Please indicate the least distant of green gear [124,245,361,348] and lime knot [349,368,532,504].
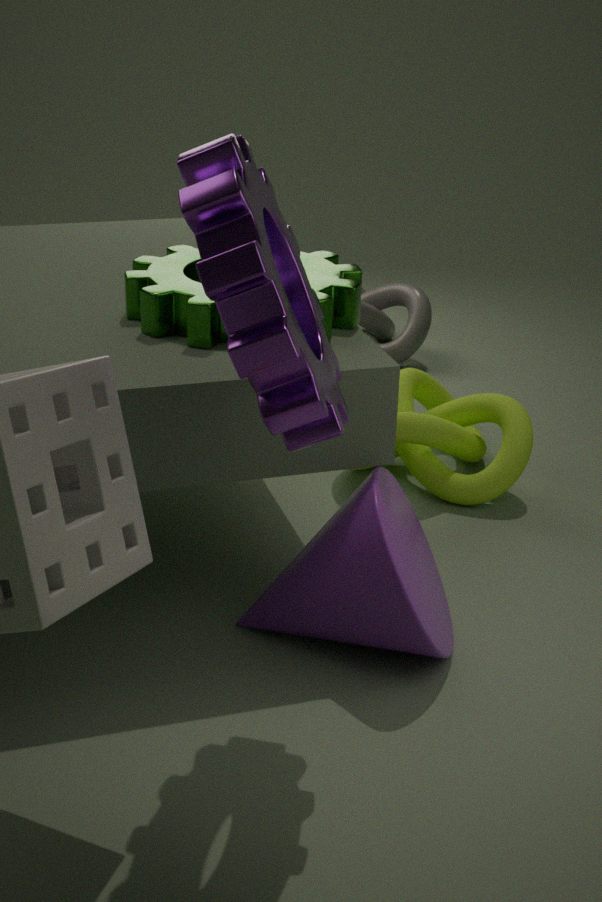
green gear [124,245,361,348]
